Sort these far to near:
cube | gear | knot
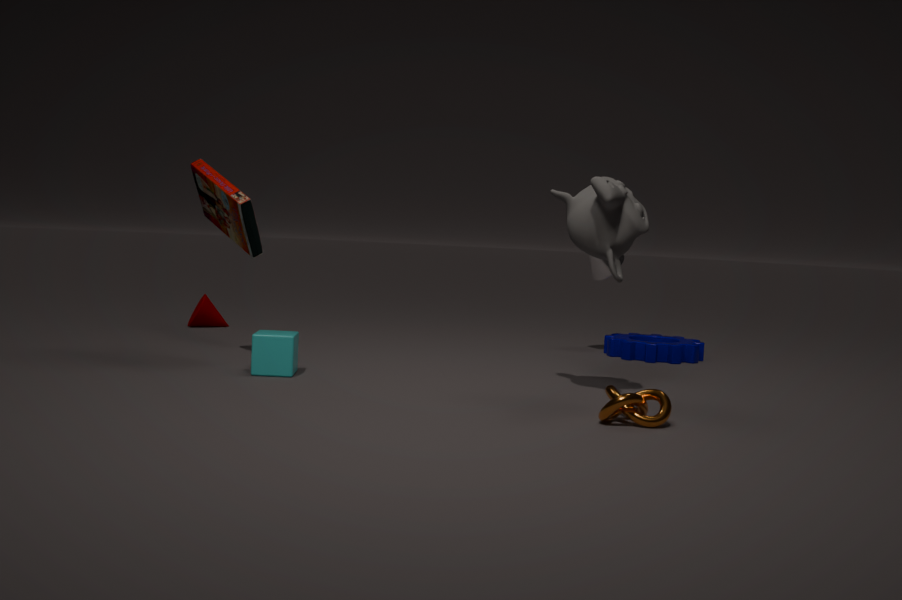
gear
cube
knot
